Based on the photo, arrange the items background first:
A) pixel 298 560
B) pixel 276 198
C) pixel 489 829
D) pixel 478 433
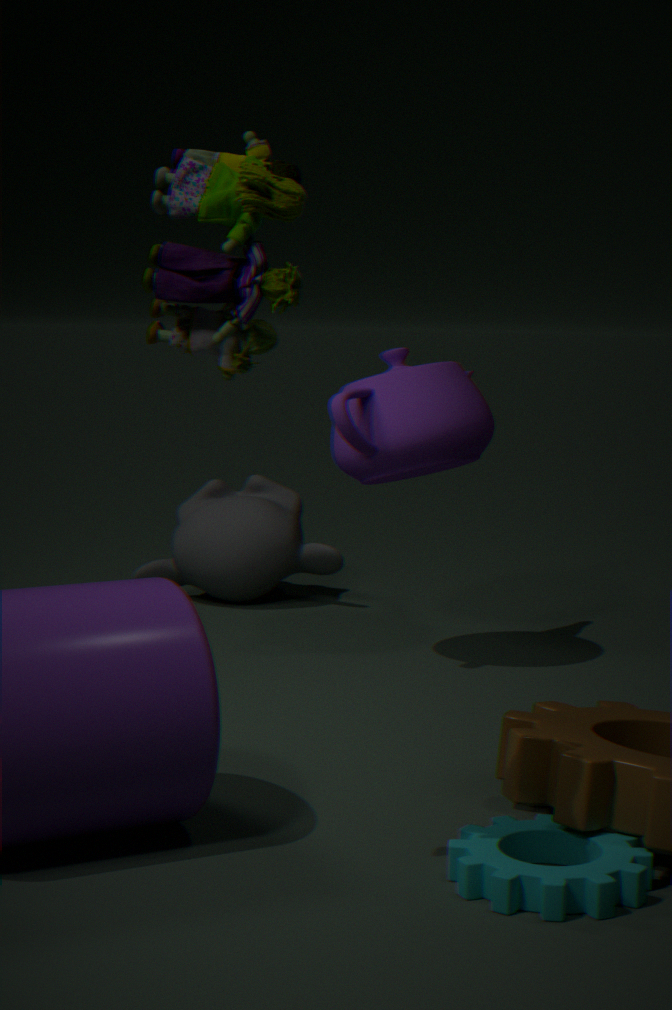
pixel 298 560 < pixel 478 433 < pixel 489 829 < pixel 276 198
